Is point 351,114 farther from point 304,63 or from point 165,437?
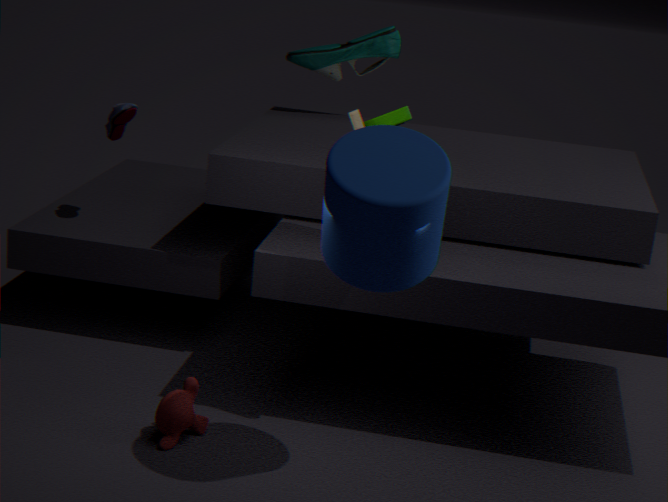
point 304,63
